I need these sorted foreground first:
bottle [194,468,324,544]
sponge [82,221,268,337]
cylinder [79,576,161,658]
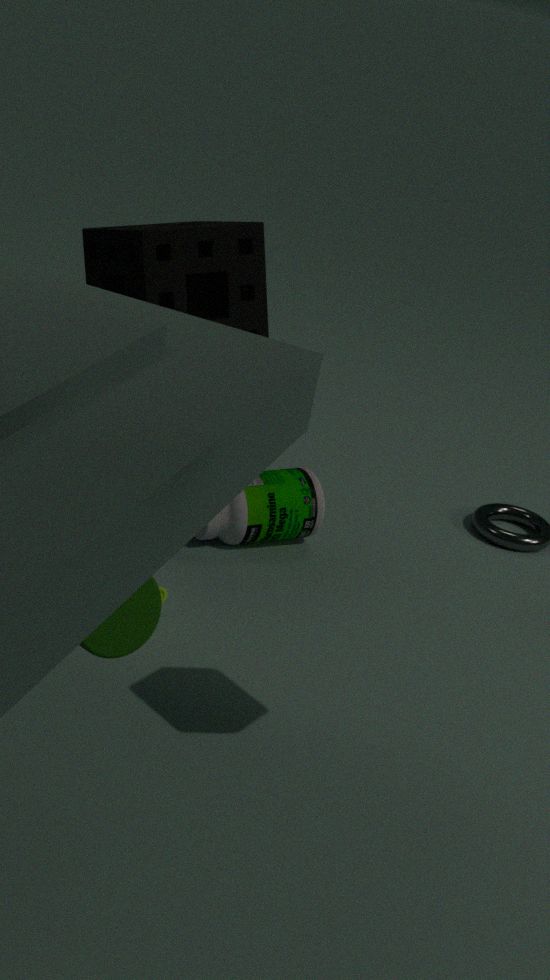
cylinder [79,576,161,658], sponge [82,221,268,337], bottle [194,468,324,544]
